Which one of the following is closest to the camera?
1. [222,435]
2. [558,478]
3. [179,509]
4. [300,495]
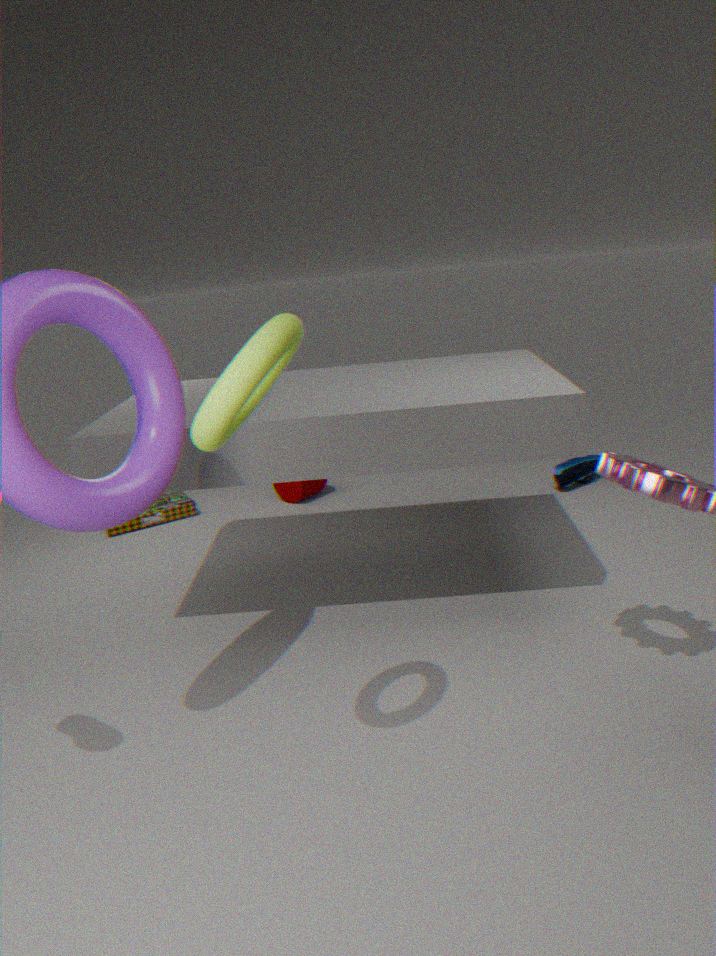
[222,435]
